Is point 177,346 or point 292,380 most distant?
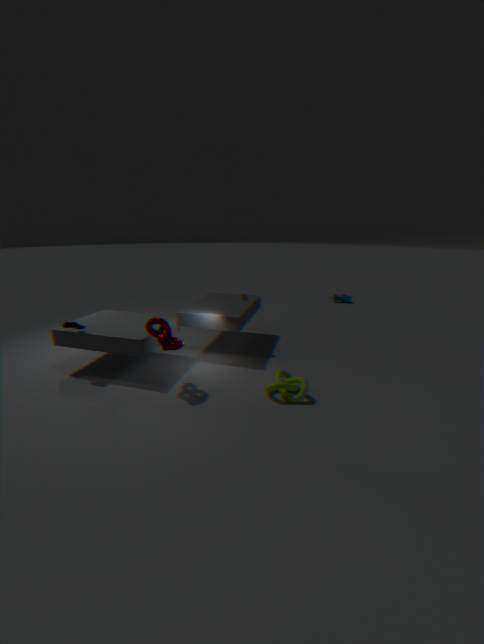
point 292,380
